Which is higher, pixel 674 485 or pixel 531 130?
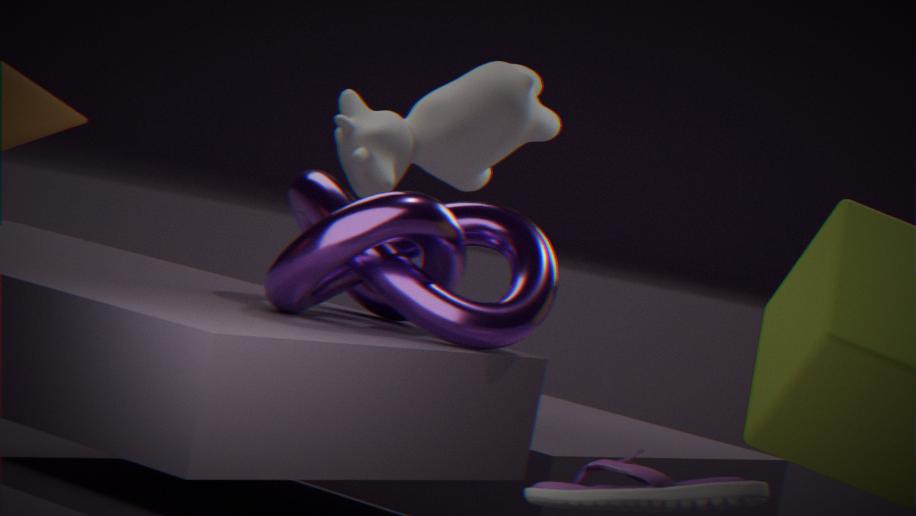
pixel 531 130
